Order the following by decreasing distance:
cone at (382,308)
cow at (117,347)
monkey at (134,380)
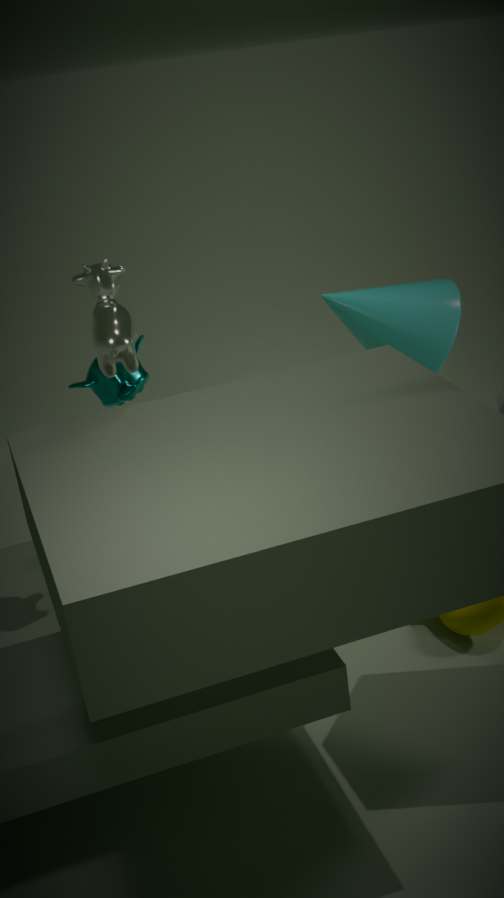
cone at (382,308) < monkey at (134,380) < cow at (117,347)
